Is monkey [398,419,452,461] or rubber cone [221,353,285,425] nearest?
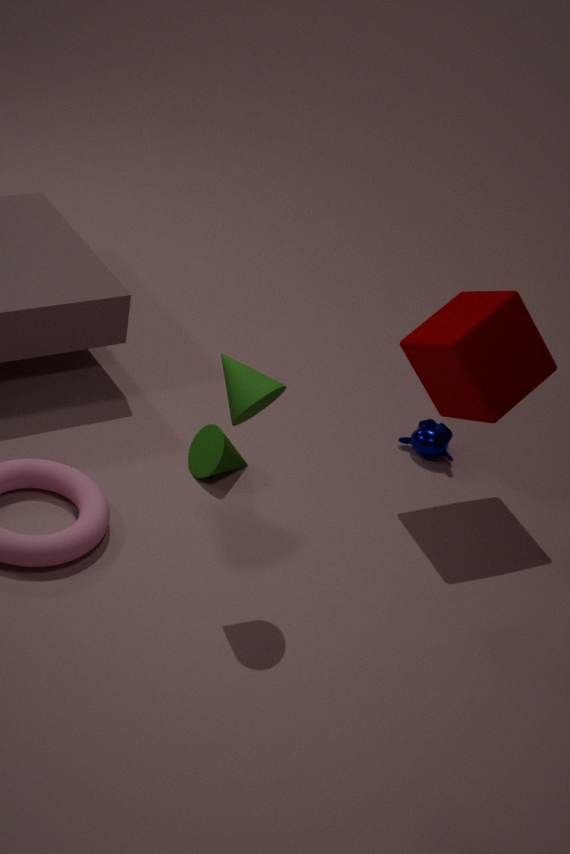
rubber cone [221,353,285,425]
